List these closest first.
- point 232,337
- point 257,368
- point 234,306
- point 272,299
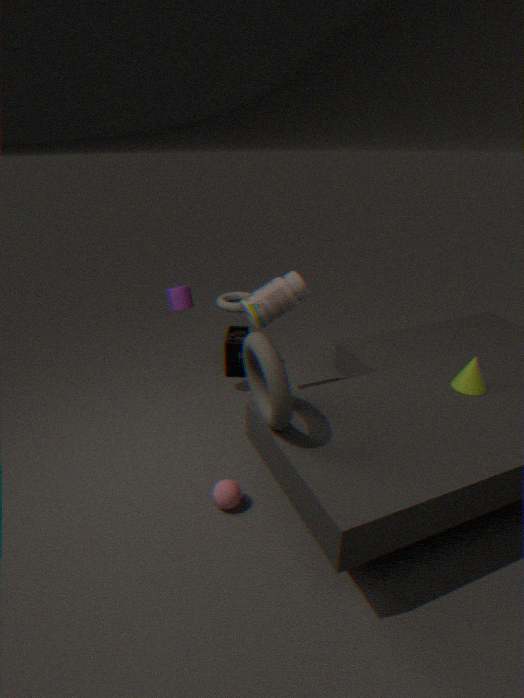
point 257,368
point 272,299
point 232,337
point 234,306
